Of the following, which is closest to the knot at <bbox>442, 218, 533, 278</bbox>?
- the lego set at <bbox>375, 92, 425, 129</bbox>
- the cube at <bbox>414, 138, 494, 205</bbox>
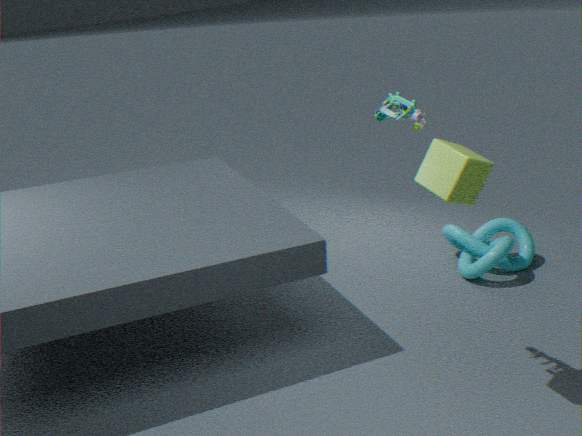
the cube at <bbox>414, 138, 494, 205</bbox>
